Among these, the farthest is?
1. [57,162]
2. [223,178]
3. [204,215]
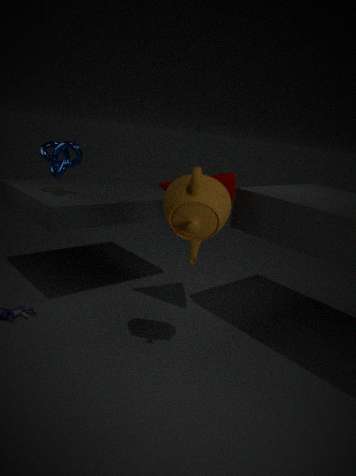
Answer: [57,162]
